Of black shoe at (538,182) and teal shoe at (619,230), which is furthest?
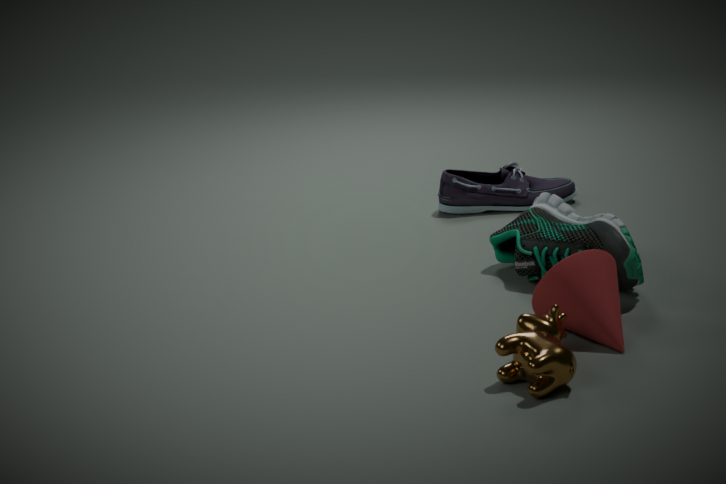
black shoe at (538,182)
